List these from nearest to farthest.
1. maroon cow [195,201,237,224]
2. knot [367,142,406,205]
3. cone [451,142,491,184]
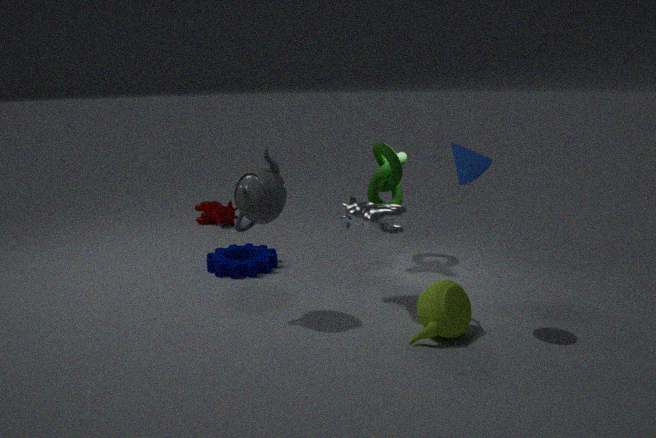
cone [451,142,491,184]
knot [367,142,406,205]
maroon cow [195,201,237,224]
